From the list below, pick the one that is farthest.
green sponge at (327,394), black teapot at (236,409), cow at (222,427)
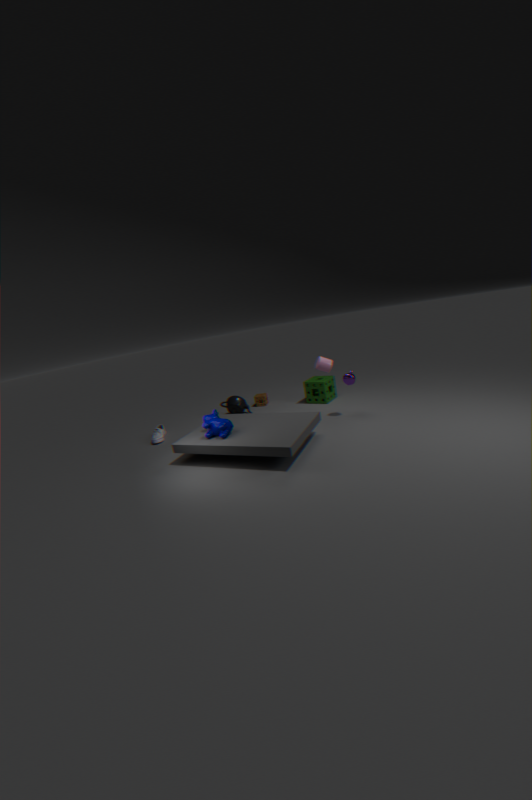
black teapot at (236,409)
